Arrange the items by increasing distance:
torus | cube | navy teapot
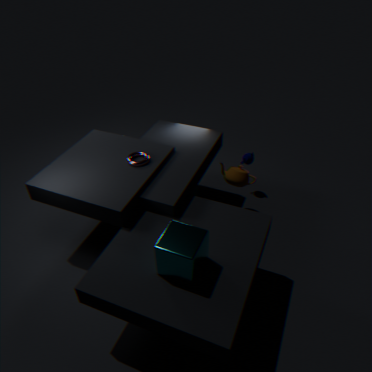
cube, torus, navy teapot
